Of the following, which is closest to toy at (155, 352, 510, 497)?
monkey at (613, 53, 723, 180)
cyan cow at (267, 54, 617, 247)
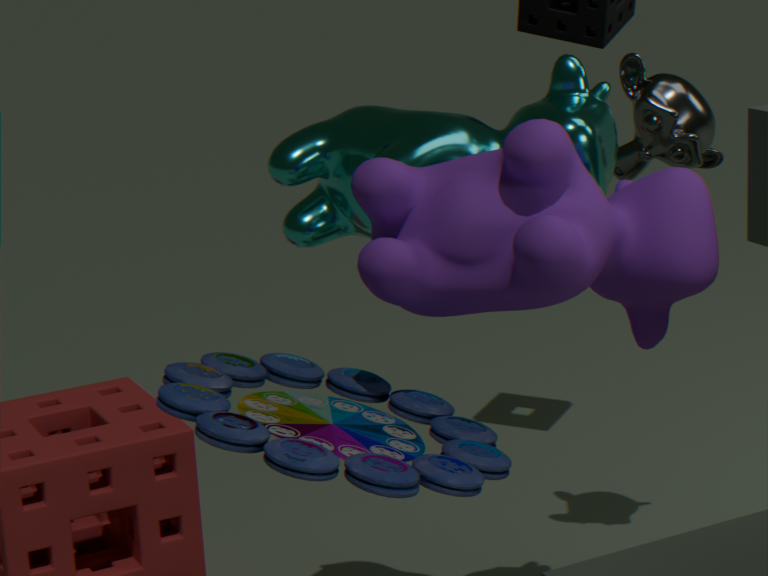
cyan cow at (267, 54, 617, 247)
